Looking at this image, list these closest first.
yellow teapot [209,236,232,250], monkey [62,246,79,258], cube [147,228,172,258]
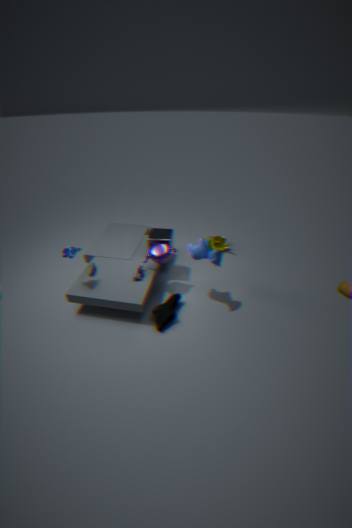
monkey [62,246,79,258], cube [147,228,172,258], yellow teapot [209,236,232,250]
